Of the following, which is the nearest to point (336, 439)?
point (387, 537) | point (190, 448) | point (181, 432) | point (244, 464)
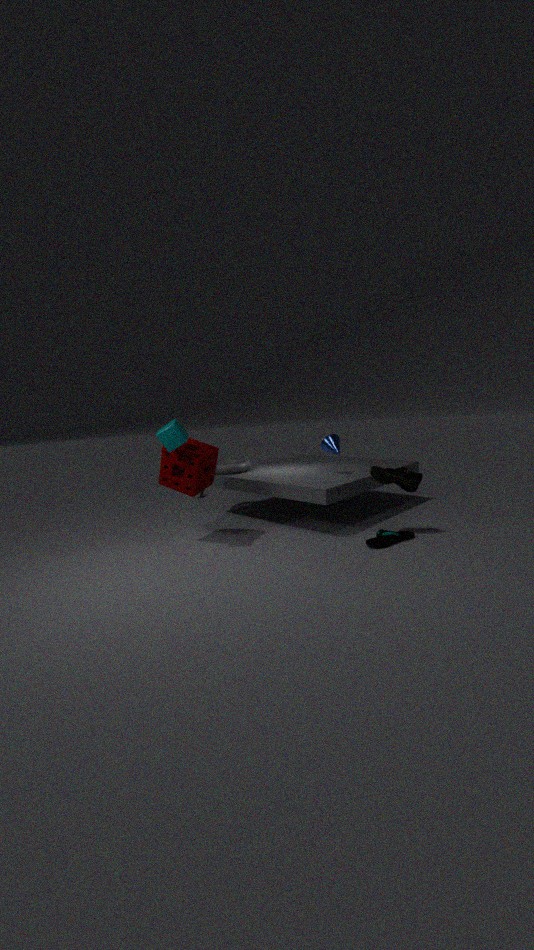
point (387, 537)
